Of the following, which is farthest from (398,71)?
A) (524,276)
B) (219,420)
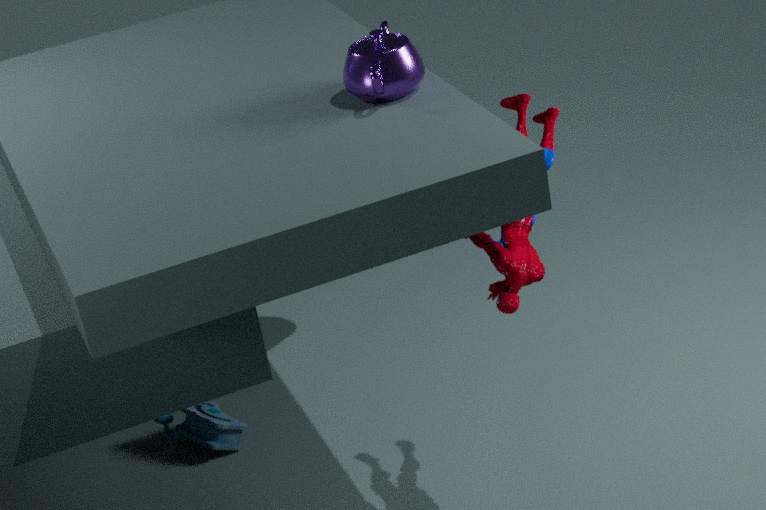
(219,420)
